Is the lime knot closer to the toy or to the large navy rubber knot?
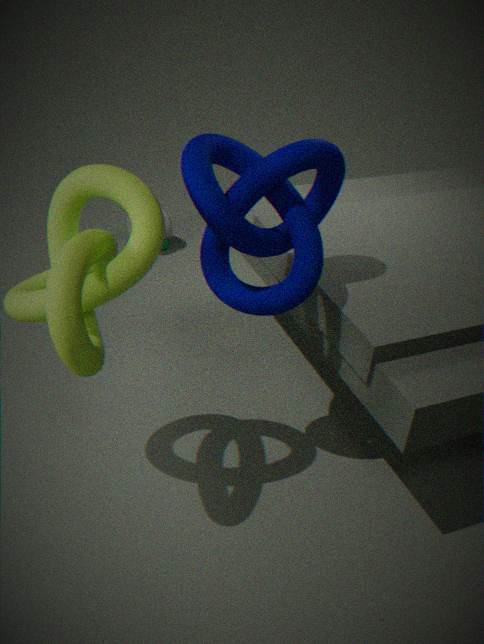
the large navy rubber knot
